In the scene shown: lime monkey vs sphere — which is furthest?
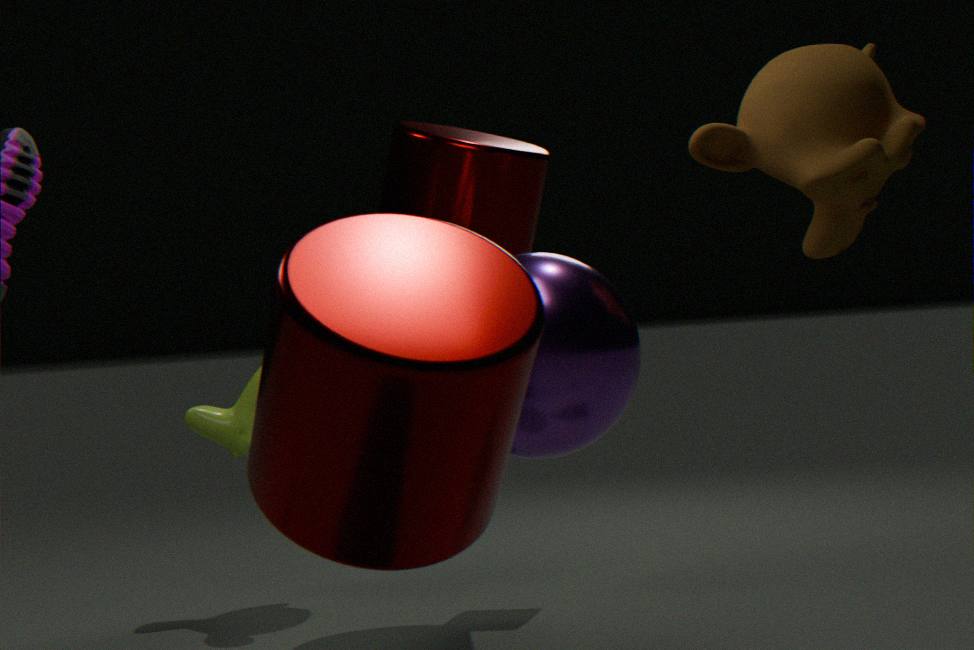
lime monkey
